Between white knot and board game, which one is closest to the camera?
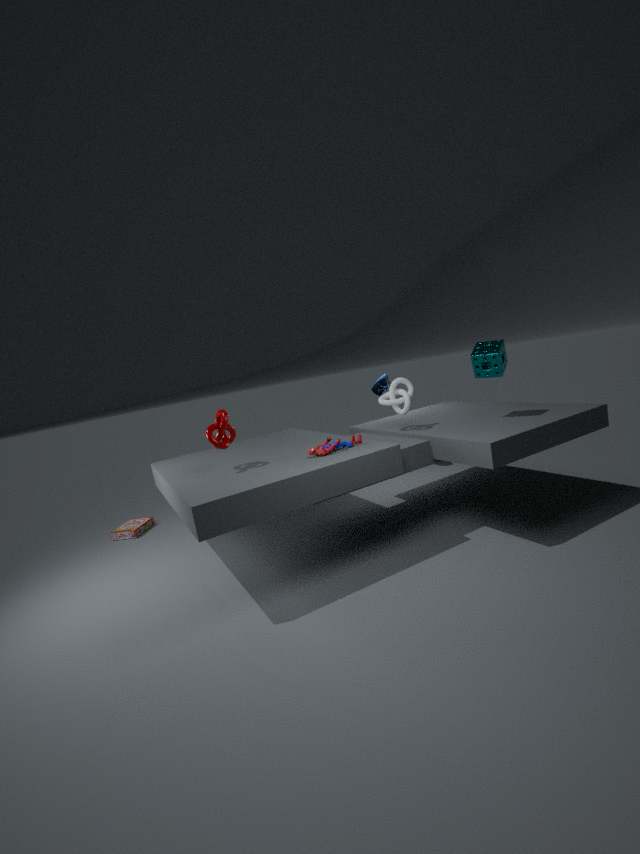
white knot
